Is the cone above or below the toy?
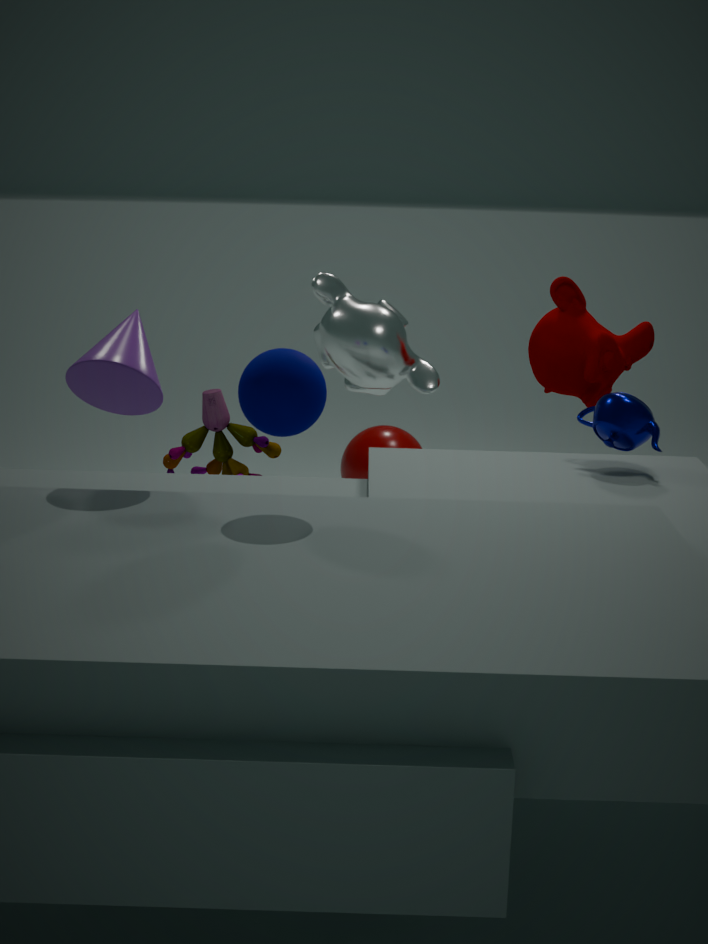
above
